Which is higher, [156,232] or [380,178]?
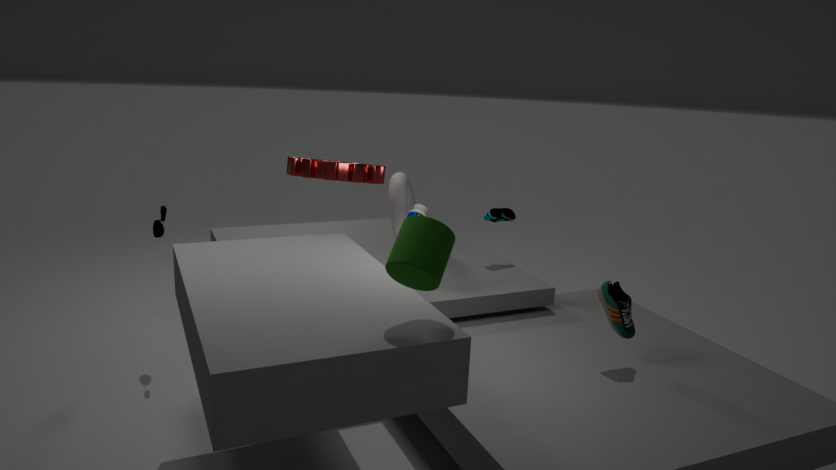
[380,178]
